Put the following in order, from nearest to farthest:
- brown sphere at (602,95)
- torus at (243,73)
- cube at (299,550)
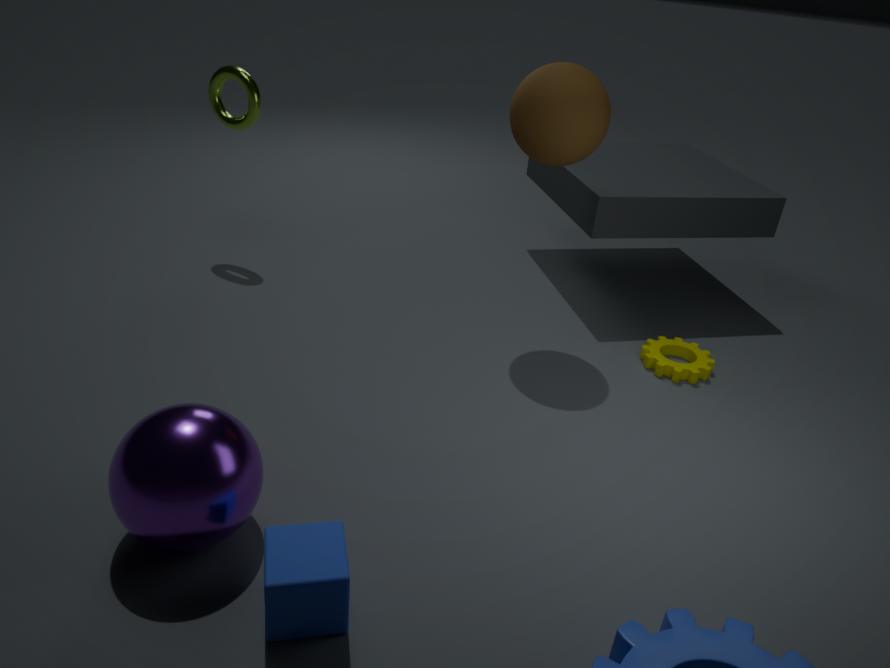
cube at (299,550) → brown sphere at (602,95) → torus at (243,73)
